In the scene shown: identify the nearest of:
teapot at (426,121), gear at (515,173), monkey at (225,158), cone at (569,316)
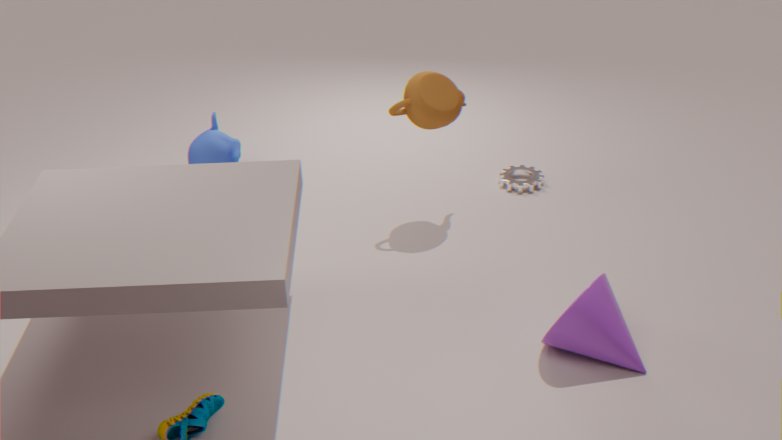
cone at (569,316)
